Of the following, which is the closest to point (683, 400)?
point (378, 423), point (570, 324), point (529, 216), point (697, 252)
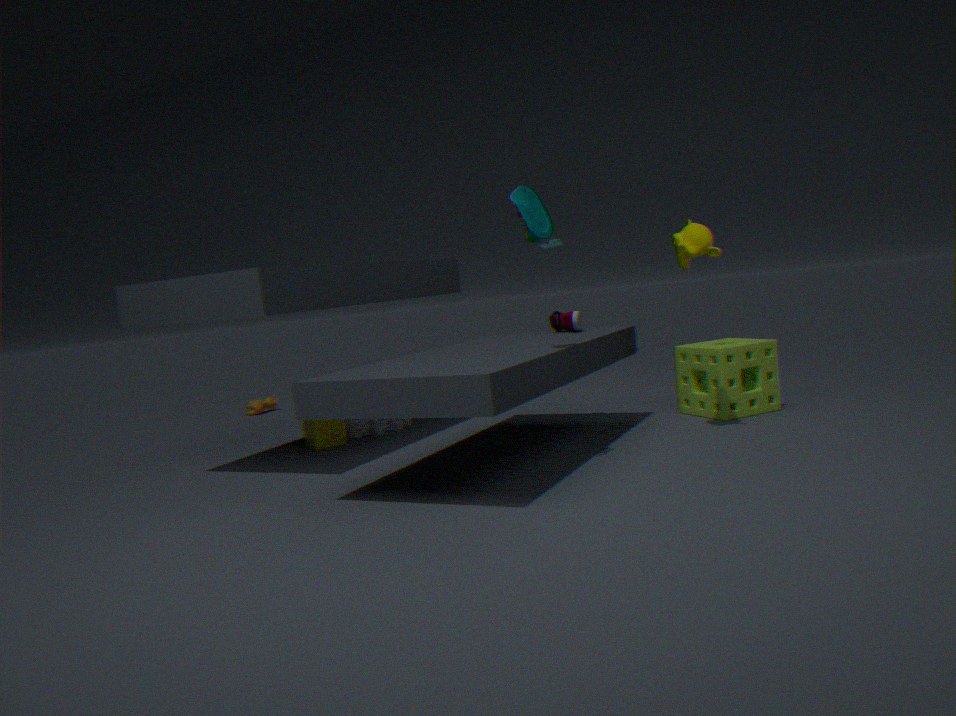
point (570, 324)
